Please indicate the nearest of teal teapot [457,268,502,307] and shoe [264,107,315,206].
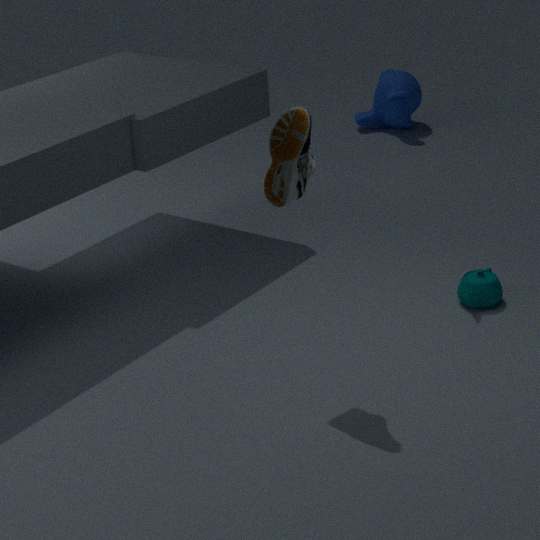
shoe [264,107,315,206]
